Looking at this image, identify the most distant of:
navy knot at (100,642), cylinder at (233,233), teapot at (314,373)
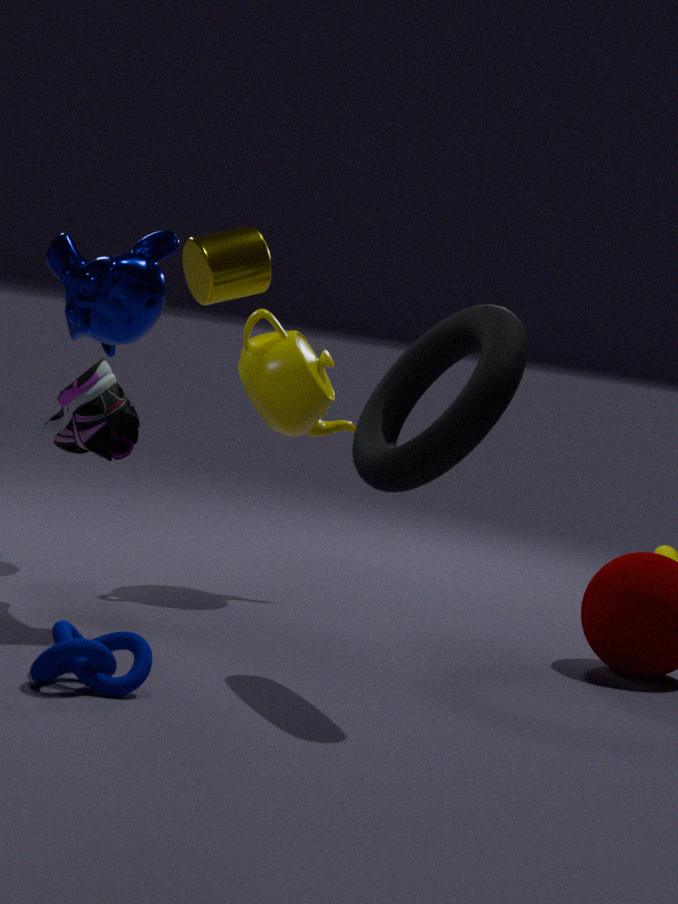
teapot at (314,373)
